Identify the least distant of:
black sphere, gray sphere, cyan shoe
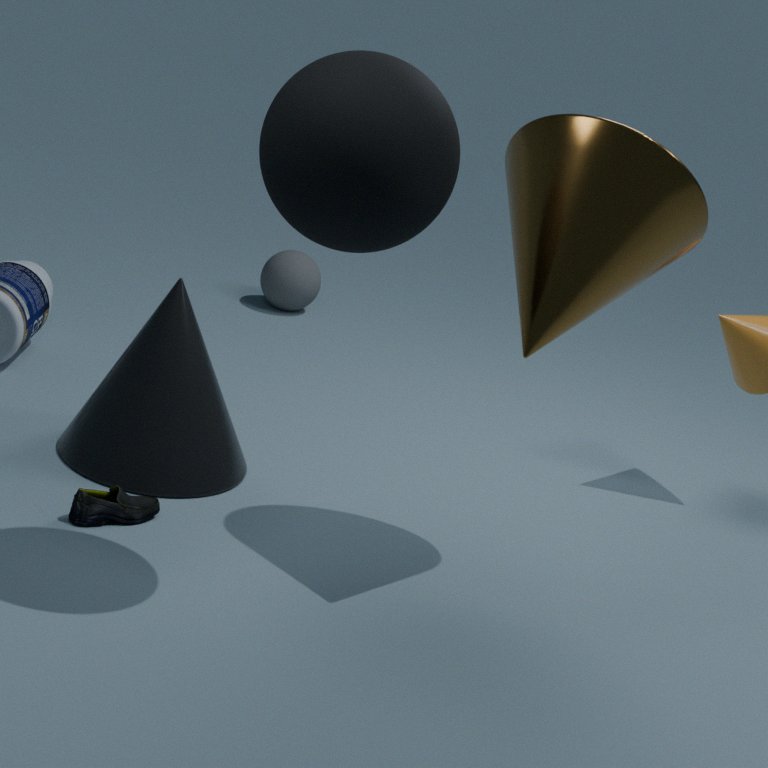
black sphere
